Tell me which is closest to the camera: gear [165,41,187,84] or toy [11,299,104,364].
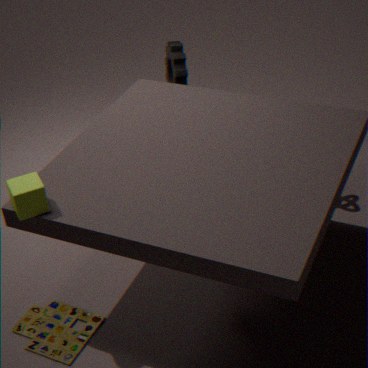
toy [11,299,104,364]
